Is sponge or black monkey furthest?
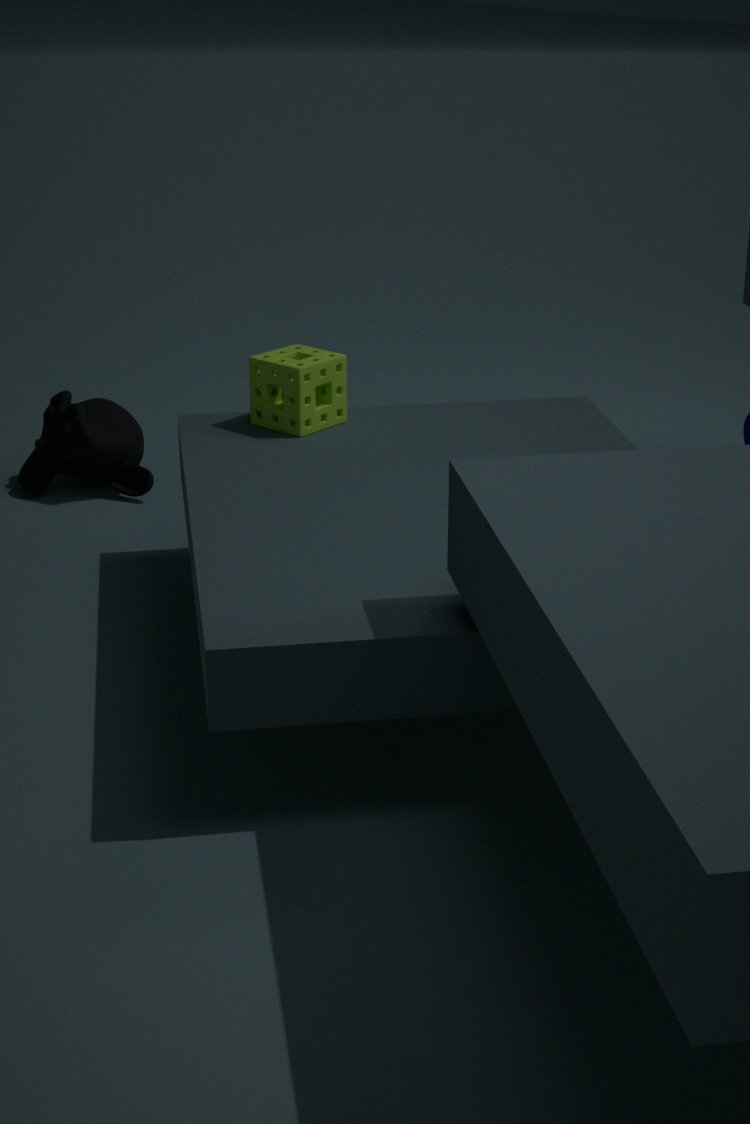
black monkey
